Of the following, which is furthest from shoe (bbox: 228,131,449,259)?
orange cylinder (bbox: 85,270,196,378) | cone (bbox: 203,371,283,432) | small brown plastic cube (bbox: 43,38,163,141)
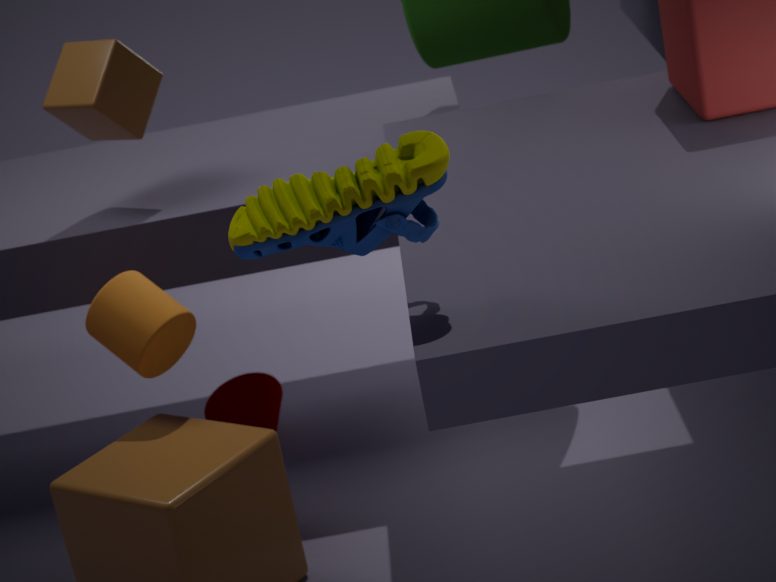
cone (bbox: 203,371,283,432)
